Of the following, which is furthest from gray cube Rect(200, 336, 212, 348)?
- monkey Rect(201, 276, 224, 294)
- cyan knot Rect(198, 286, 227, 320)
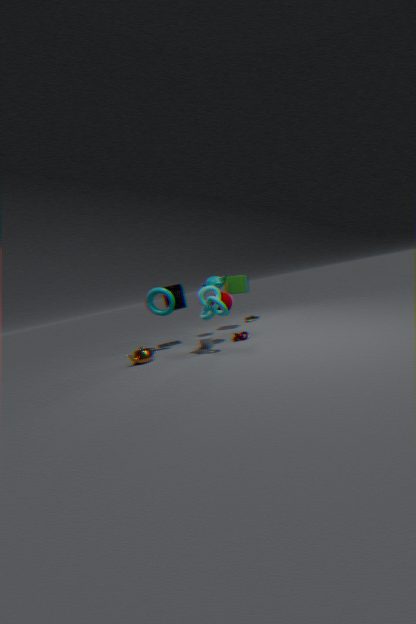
monkey Rect(201, 276, 224, 294)
